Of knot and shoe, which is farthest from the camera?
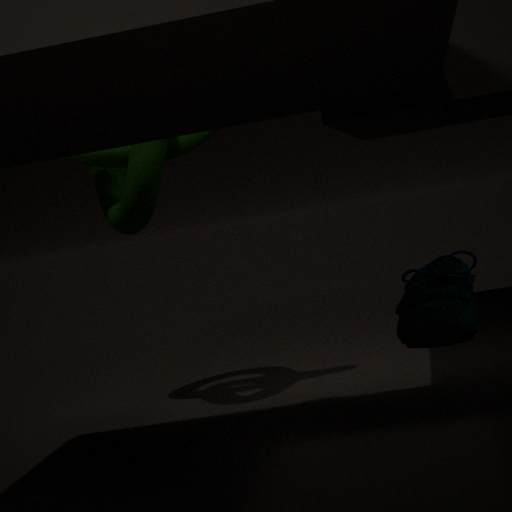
knot
